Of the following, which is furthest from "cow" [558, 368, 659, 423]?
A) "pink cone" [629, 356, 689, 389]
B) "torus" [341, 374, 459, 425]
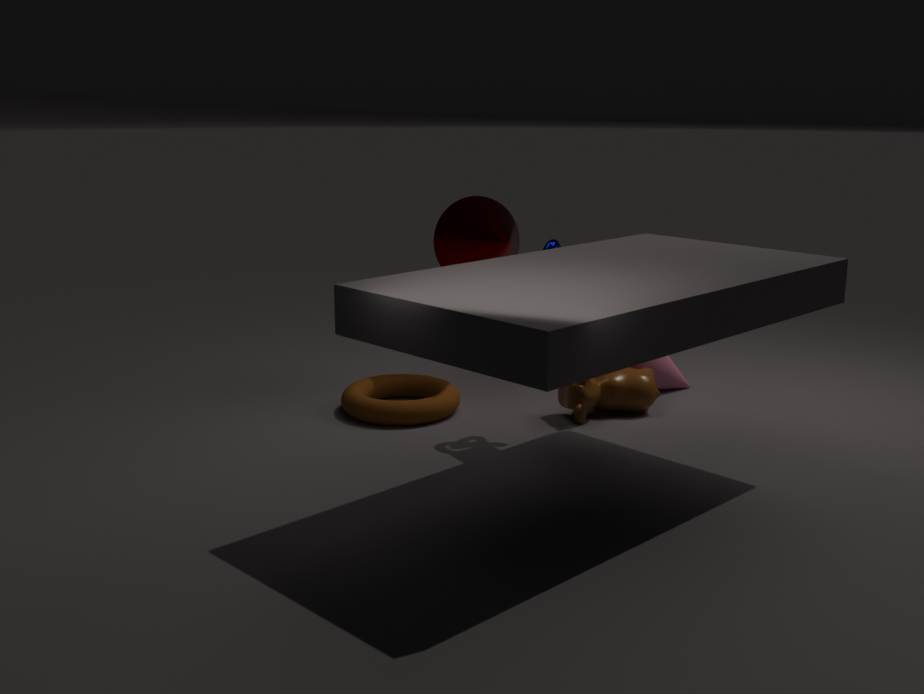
"torus" [341, 374, 459, 425]
